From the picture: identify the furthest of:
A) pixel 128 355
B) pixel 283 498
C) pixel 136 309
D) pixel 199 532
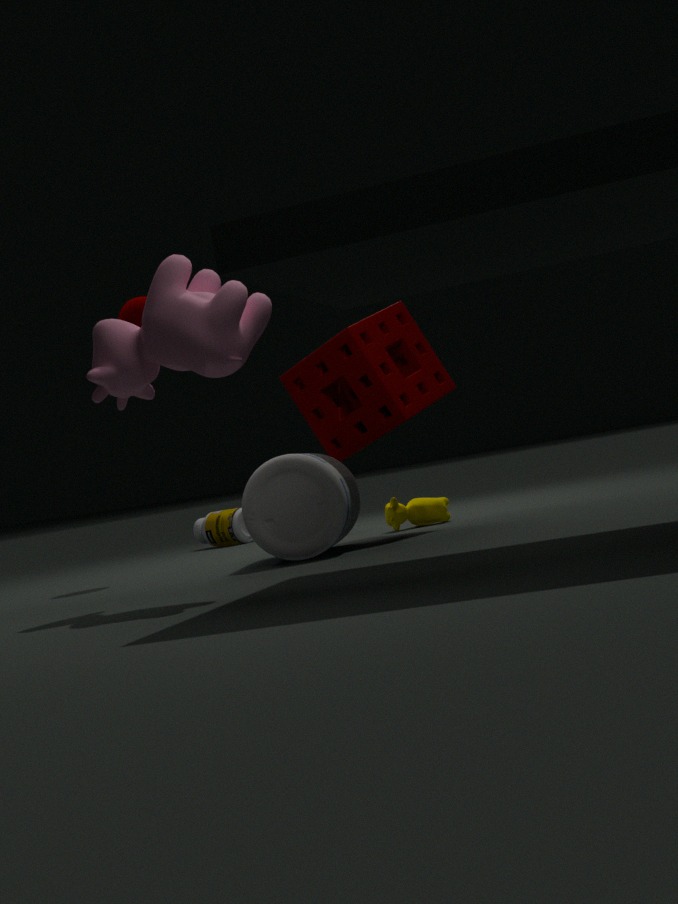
pixel 199 532
